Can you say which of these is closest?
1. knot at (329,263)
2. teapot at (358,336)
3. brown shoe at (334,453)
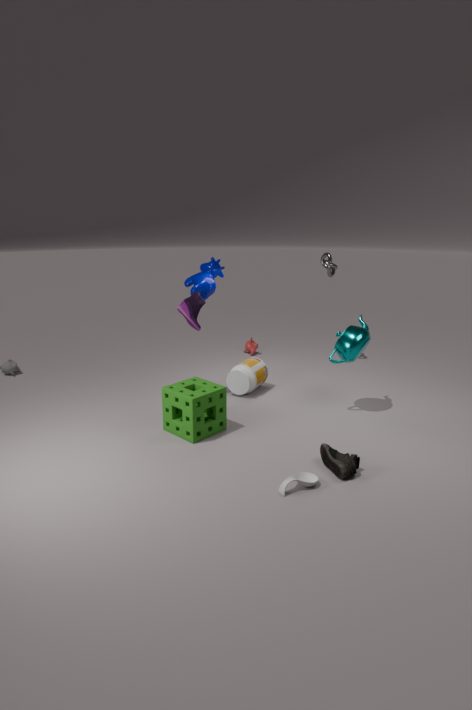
brown shoe at (334,453)
